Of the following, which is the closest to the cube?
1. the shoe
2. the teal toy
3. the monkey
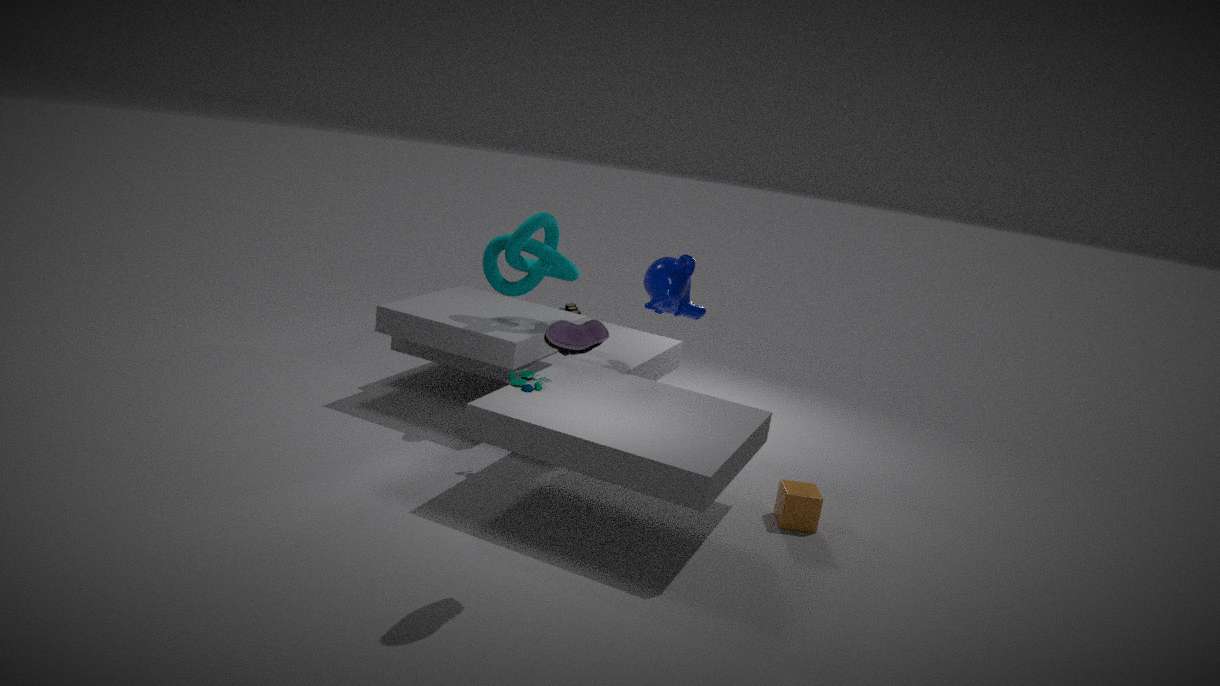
the monkey
